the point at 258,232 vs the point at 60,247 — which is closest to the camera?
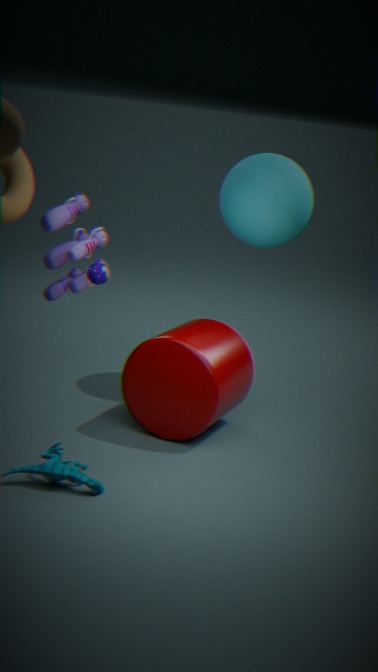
the point at 60,247
